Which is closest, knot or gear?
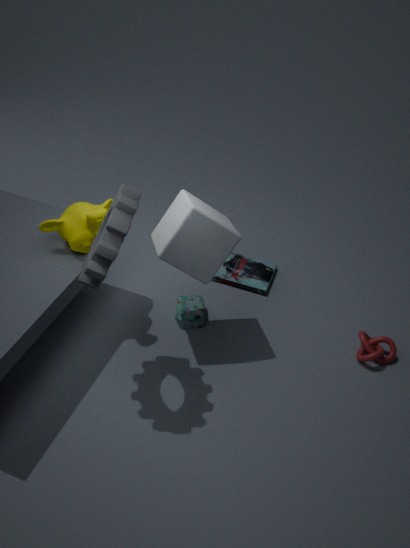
gear
